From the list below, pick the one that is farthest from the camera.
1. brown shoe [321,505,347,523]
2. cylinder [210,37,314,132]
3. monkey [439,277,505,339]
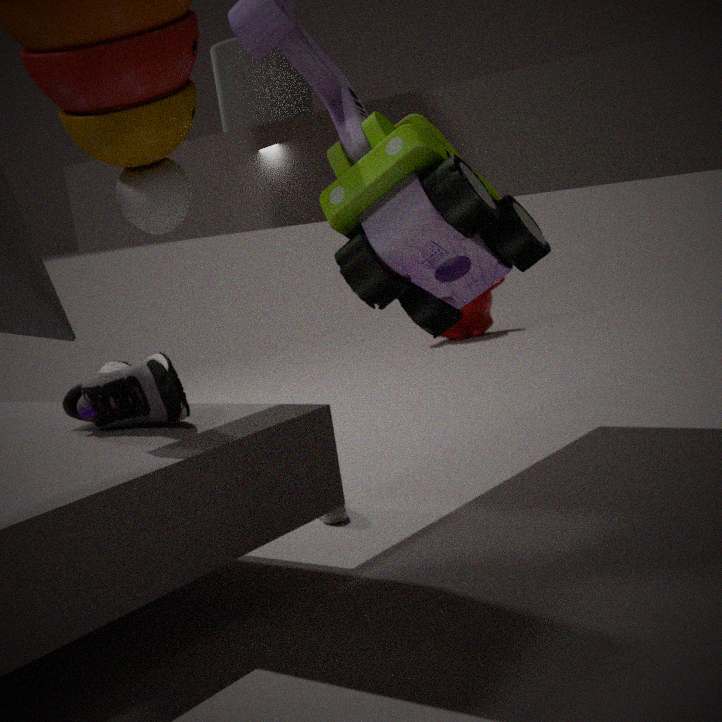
monkey [439,277,505,339]
